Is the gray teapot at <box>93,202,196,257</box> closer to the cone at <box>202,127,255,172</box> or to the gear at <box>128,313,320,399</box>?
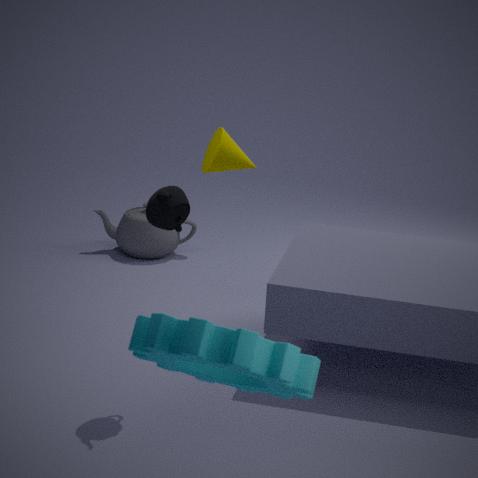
the cone at <box>202,127,255,172</box>
